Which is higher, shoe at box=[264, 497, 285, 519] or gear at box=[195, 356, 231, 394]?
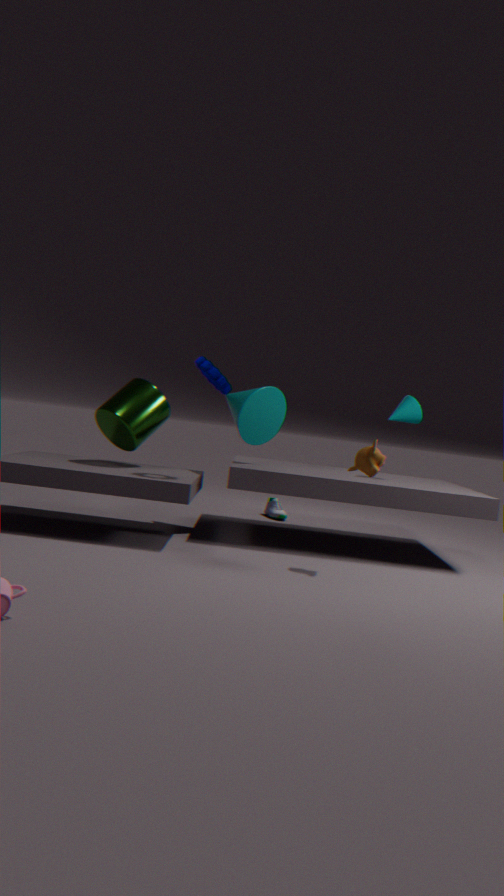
gear at box=[195, 356, 231, 394]
